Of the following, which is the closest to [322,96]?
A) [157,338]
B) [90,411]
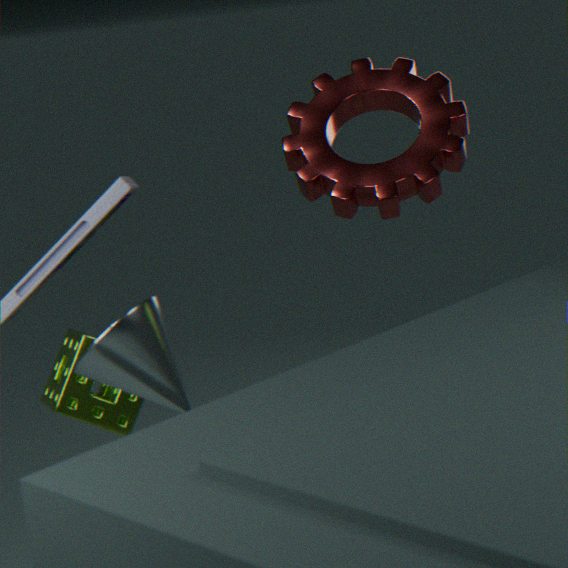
[90,411]
